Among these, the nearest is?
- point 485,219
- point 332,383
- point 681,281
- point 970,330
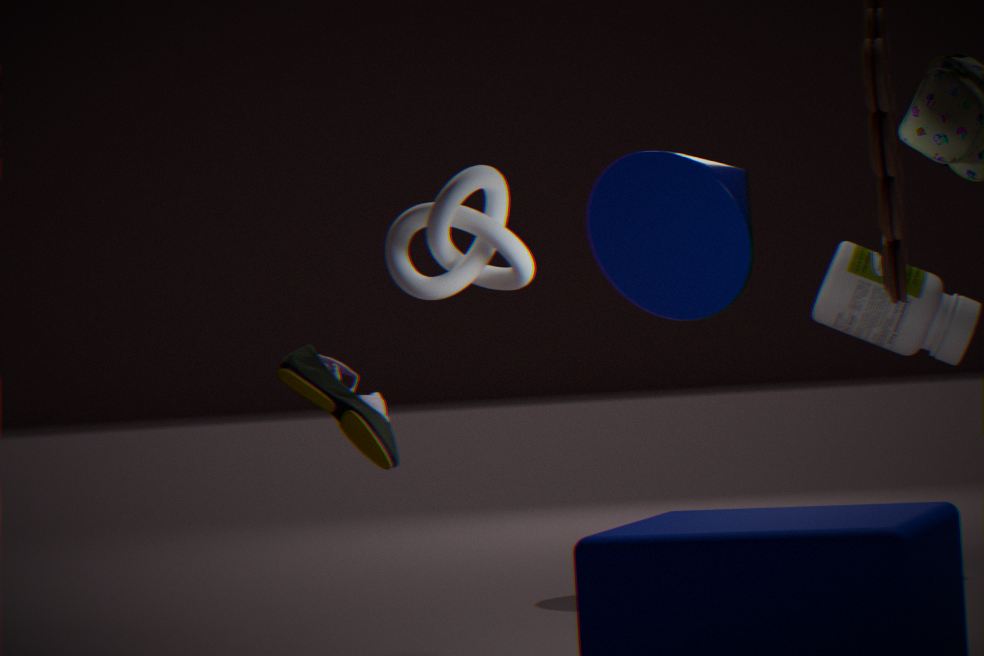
point 485,219
